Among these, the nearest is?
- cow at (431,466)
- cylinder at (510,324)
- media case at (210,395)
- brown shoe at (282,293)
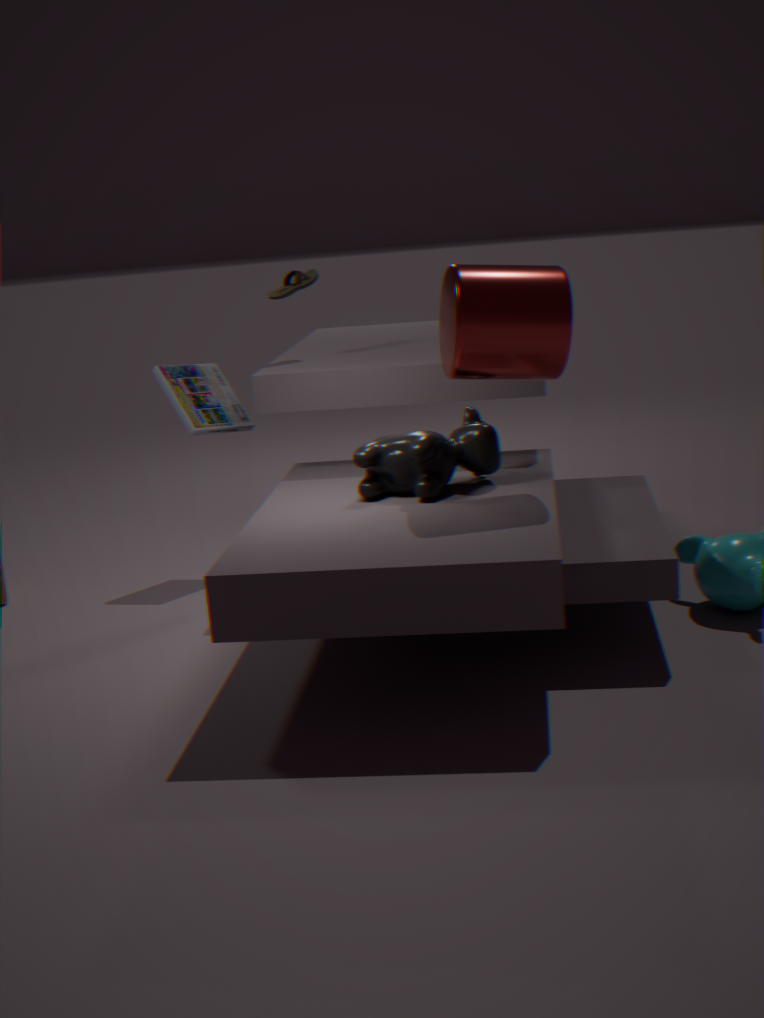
cylinder at (510,324)
